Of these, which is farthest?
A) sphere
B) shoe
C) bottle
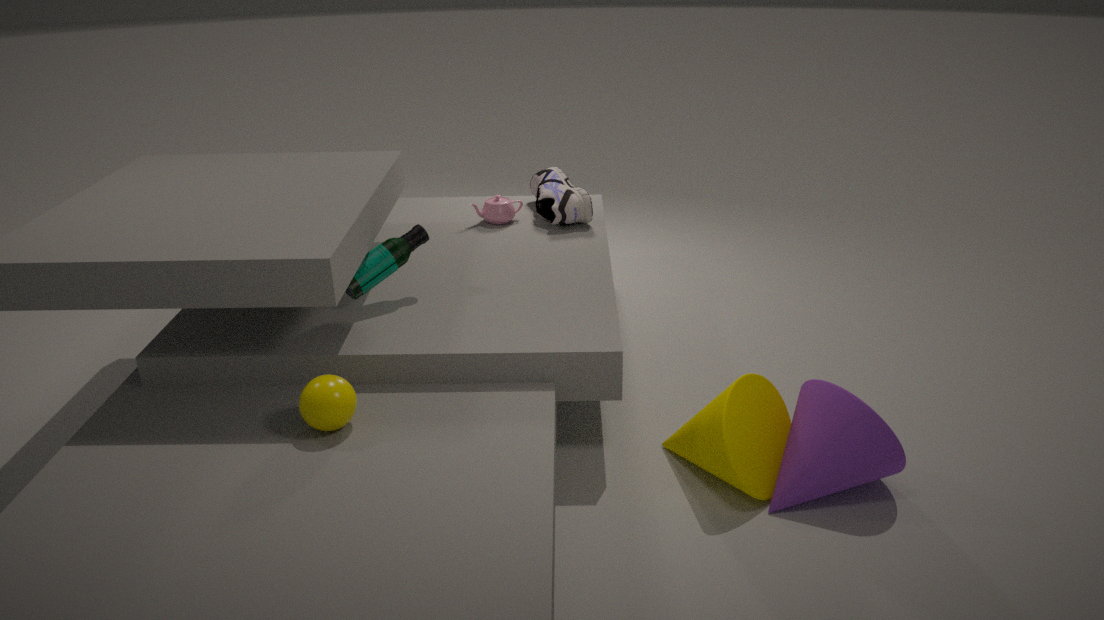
shoe
